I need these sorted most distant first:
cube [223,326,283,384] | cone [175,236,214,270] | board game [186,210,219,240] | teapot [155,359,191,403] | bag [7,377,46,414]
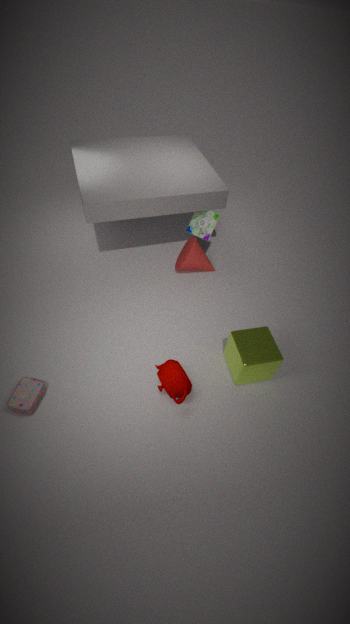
1. board game [186,210,219,240]
2. cone [175,236,214,270]
3. cube [223,326,283,384]
4. teapot [155,359,191,403]
5. bag [7,377,46,414]
